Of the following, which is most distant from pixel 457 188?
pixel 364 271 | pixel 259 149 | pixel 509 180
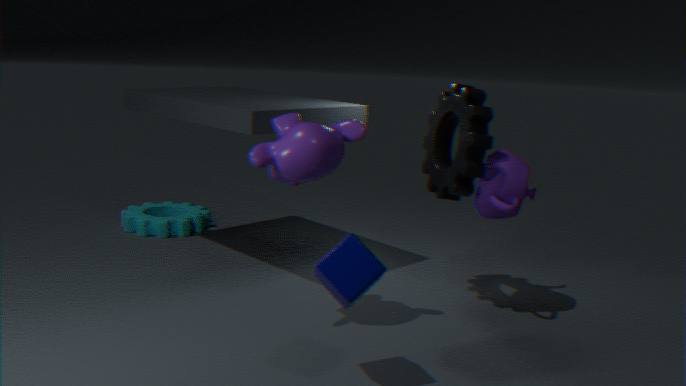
pixel 364 271
